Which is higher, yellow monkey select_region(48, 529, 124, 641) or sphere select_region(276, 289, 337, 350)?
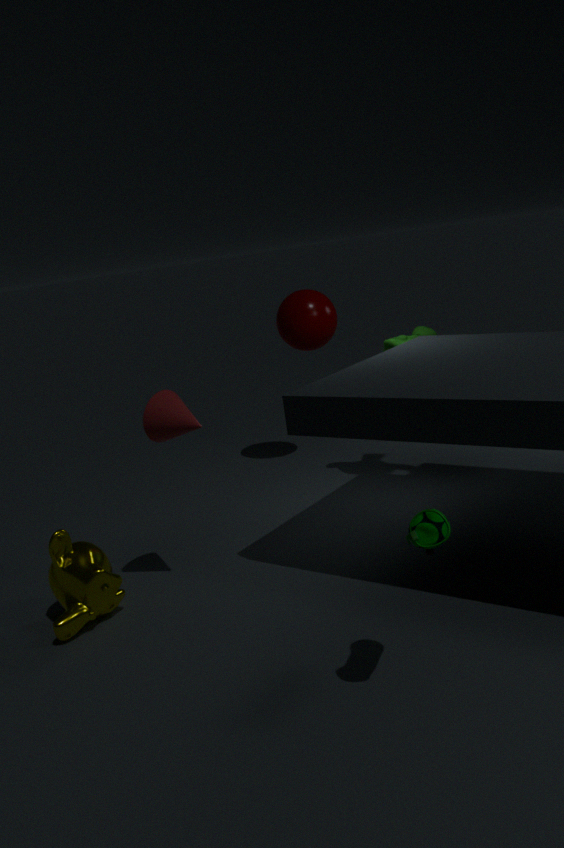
sphere select_region(276, 289, 337, 350)
